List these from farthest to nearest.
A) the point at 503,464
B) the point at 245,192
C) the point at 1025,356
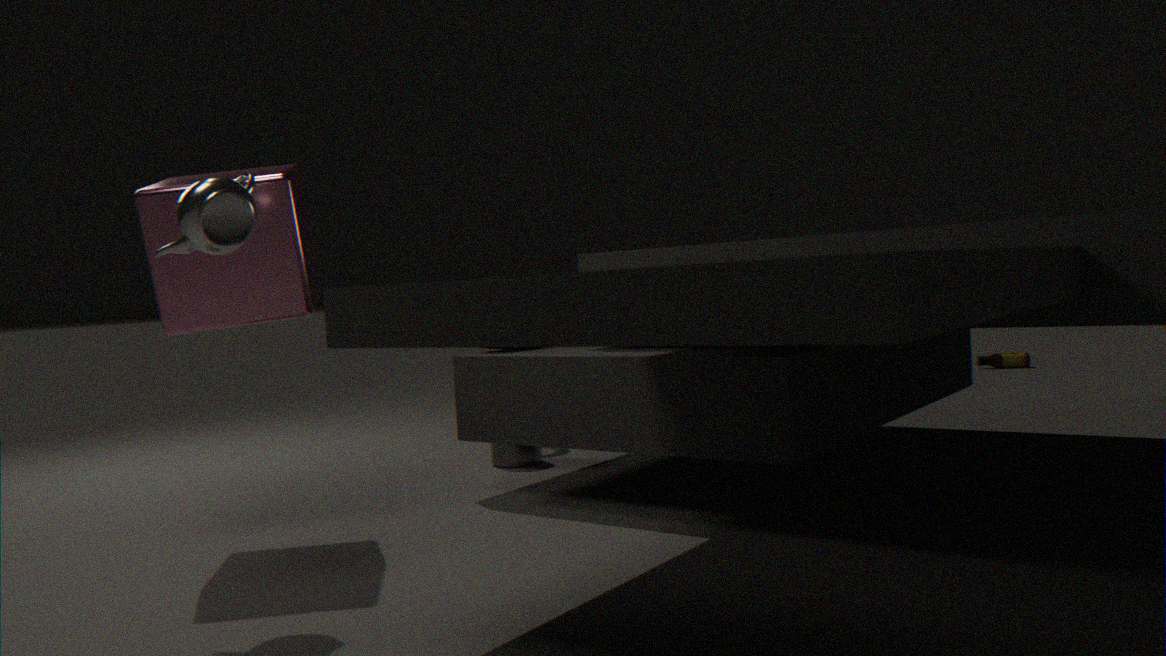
the point at 1025,356, the point at 503,464, the point at 245,192
